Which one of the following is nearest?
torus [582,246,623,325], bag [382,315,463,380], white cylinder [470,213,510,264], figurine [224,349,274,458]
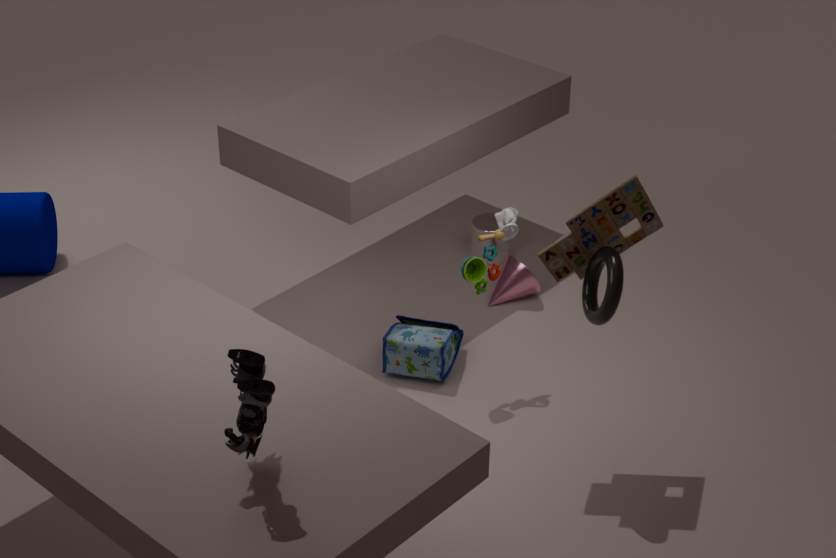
figurine [224,349,274,458]
